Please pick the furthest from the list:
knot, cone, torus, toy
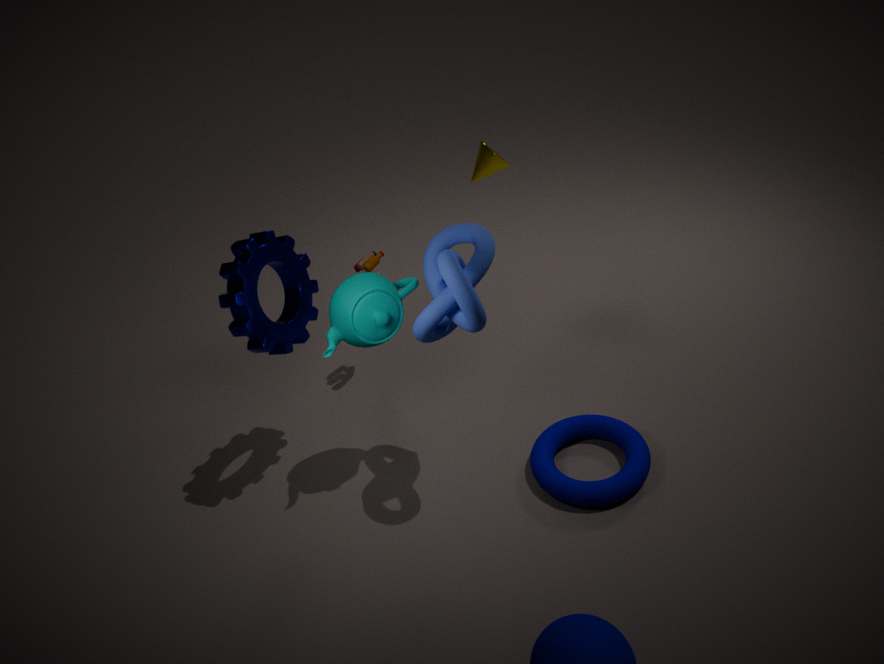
cone
